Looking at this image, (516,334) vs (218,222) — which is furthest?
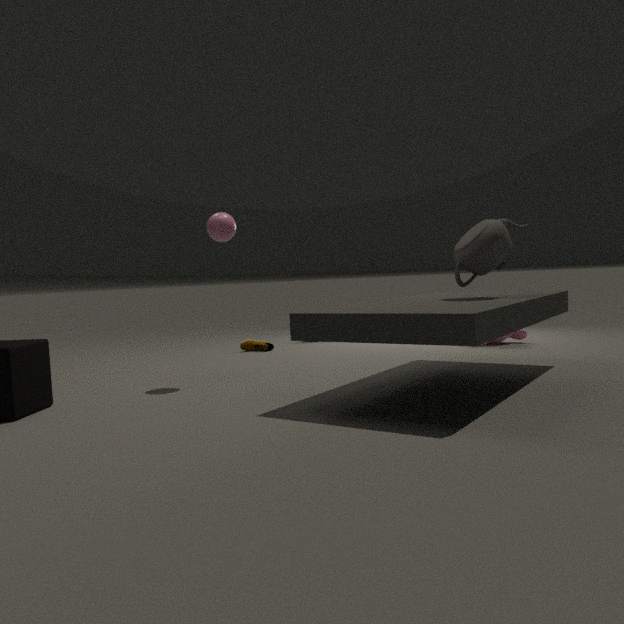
(516,334)
